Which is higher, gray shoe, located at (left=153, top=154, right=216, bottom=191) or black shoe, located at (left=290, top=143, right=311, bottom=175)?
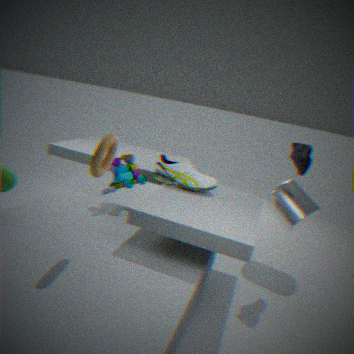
black shoe, located at (left=290, top=143, right=311, bottom=175)
